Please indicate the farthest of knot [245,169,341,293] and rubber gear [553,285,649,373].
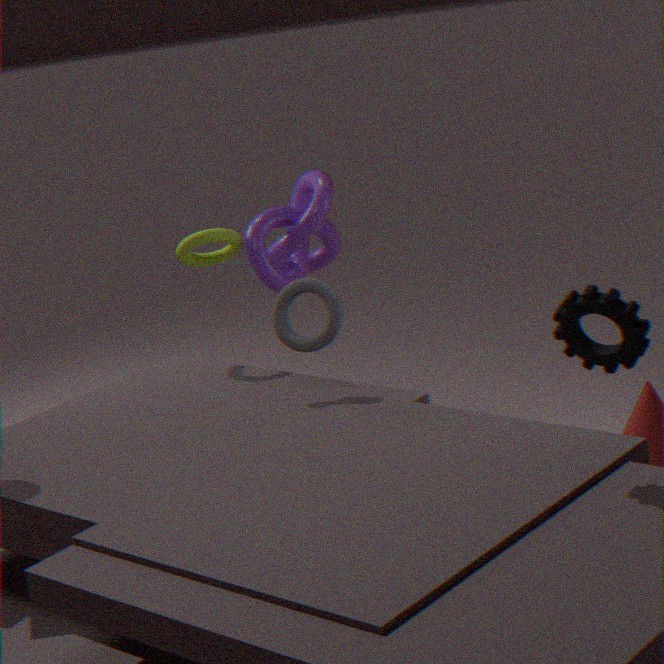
knot [245,169,341,293]
